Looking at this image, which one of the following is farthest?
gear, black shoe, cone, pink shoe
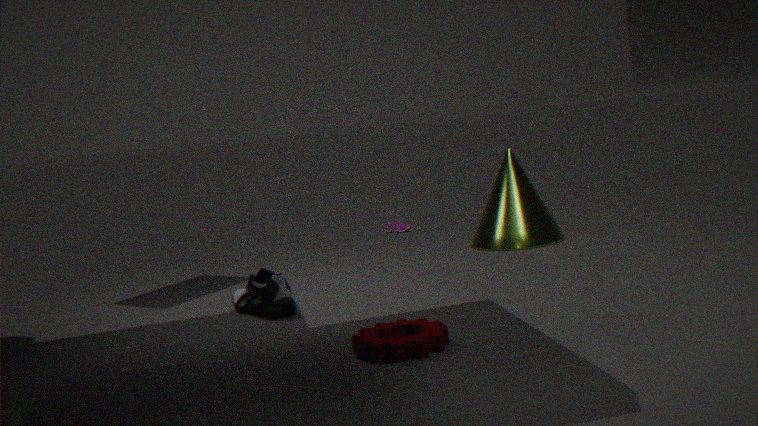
pink shoe
